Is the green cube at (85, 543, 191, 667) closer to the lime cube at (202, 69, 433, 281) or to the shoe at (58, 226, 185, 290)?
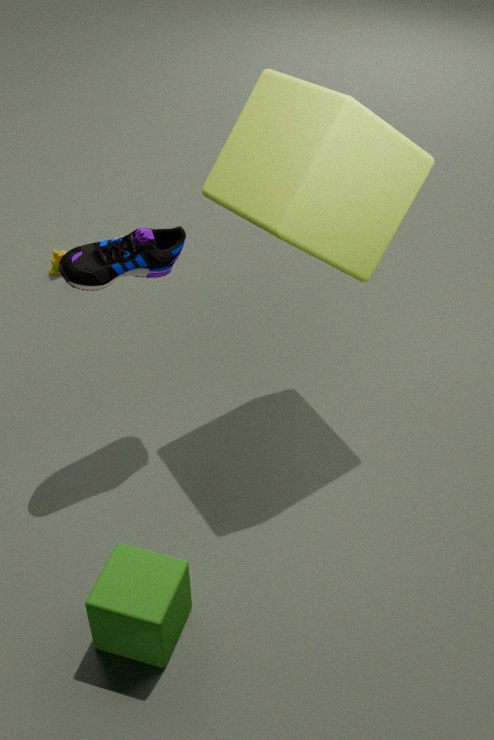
the shoe at (58, 226, 185, 290)
